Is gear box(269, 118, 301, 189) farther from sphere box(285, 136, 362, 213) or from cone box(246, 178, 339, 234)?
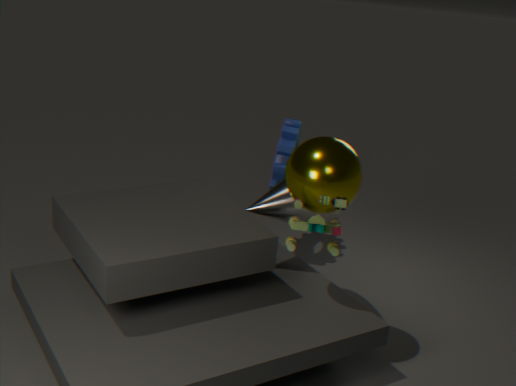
sphere box(285, 136, 362, 213)
